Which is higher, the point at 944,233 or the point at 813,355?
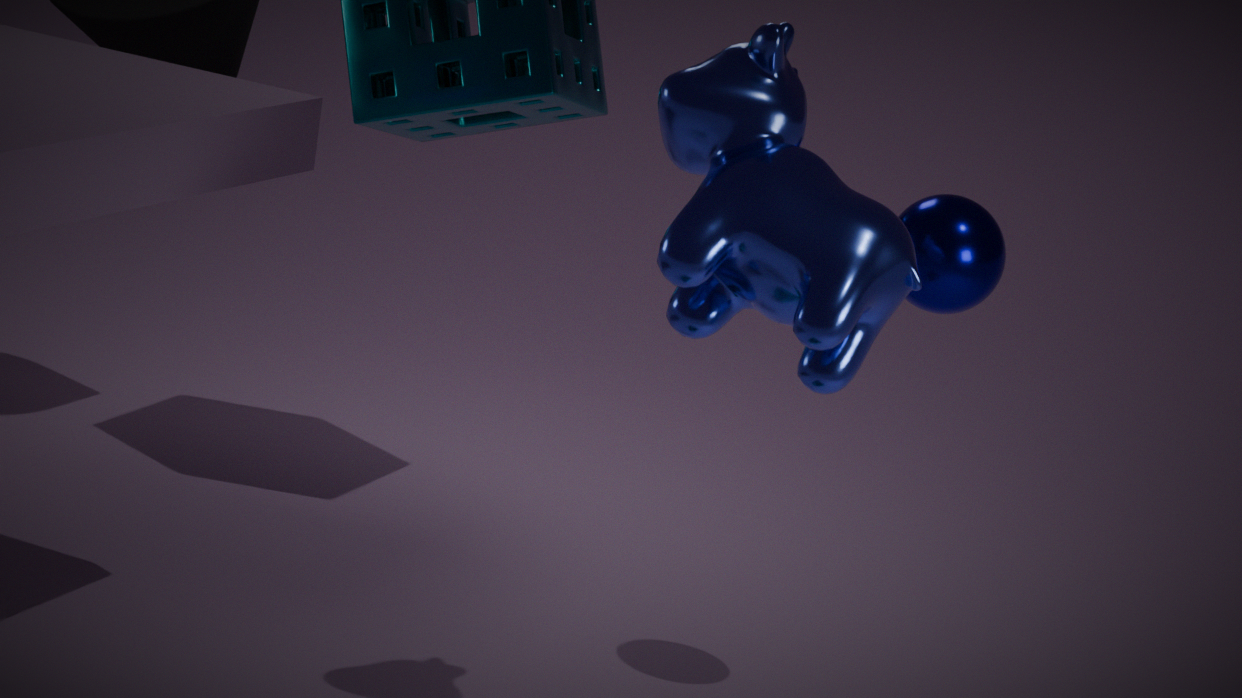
the point at 813,355
